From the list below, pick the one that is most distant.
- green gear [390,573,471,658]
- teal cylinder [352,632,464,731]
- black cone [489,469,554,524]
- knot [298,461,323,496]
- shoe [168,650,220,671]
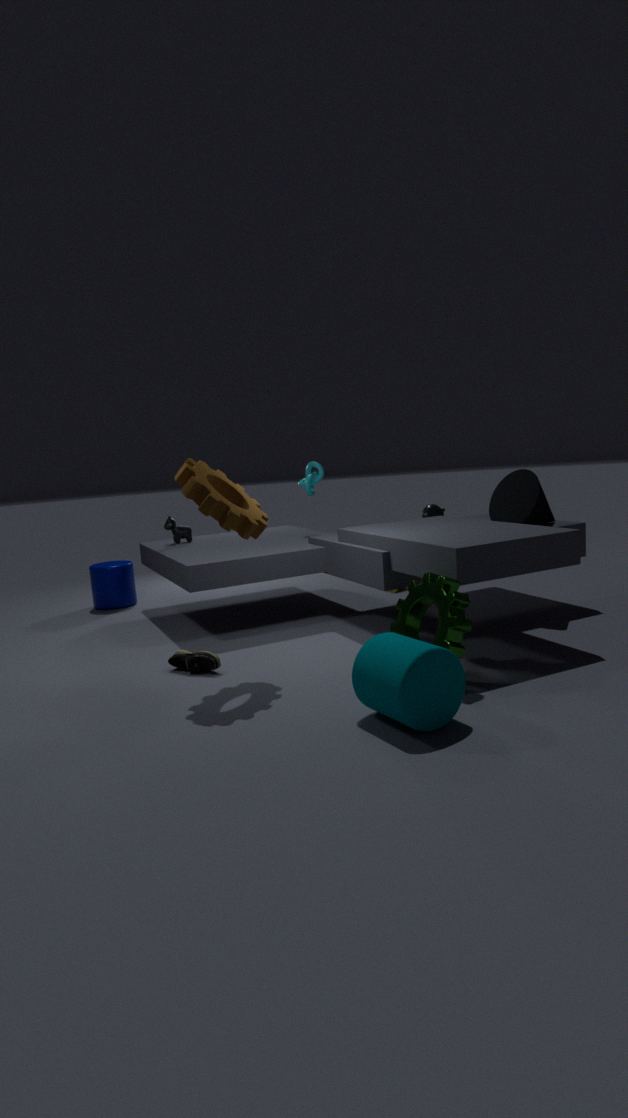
knot [298,461,323,496]
